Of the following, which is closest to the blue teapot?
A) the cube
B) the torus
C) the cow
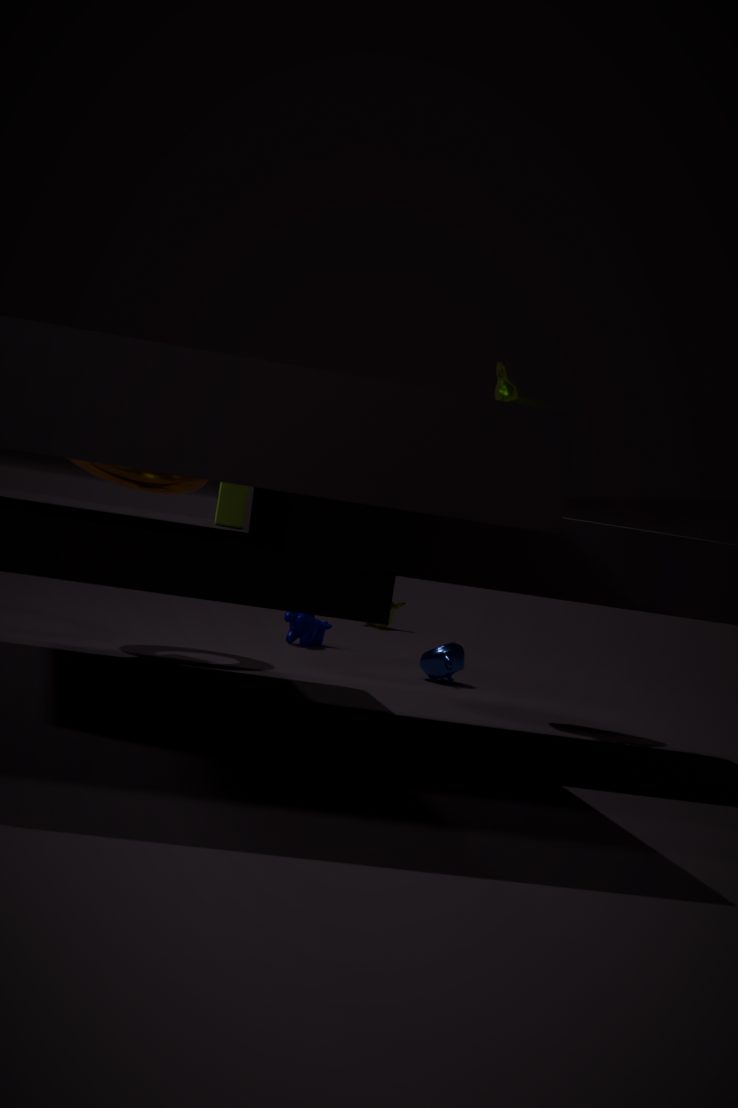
the cow
